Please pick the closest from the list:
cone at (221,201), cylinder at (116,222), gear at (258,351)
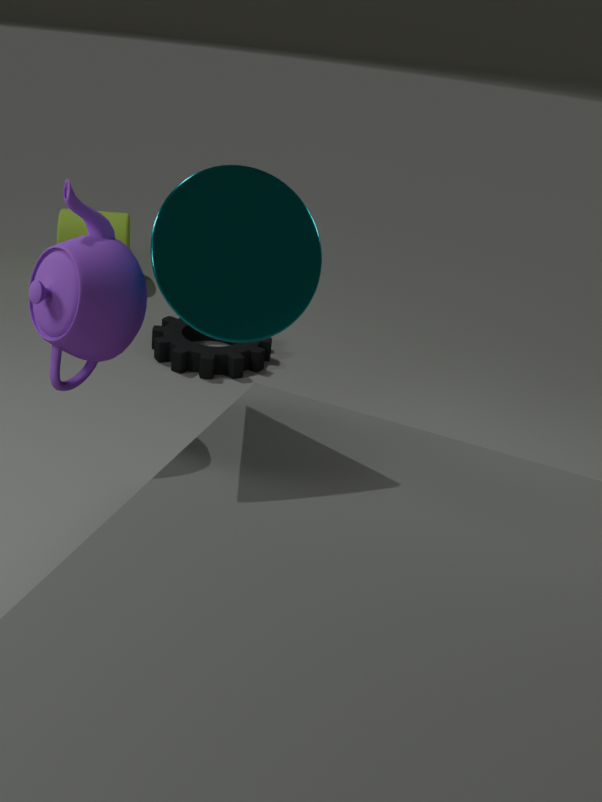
cone at (221,201)
